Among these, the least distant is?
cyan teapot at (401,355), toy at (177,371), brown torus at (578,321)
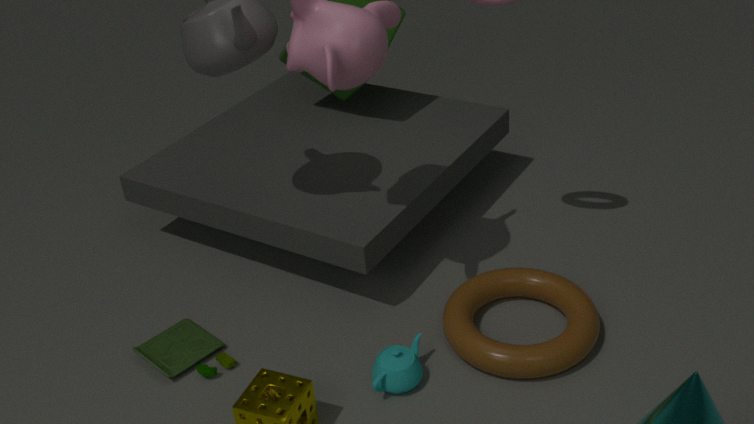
cyan teapot at (401,355)
